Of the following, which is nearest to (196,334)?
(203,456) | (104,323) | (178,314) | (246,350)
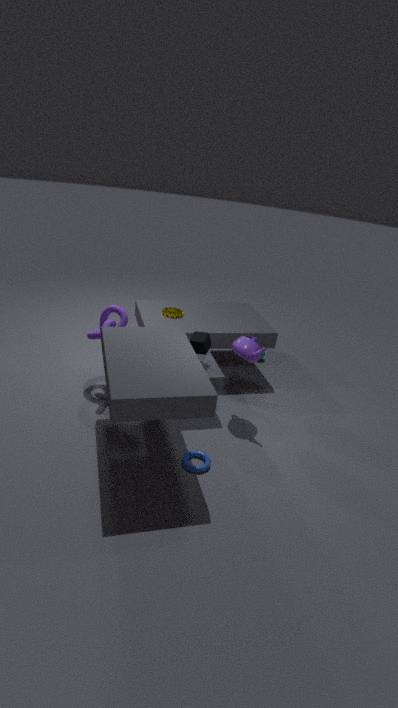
(246,350)
